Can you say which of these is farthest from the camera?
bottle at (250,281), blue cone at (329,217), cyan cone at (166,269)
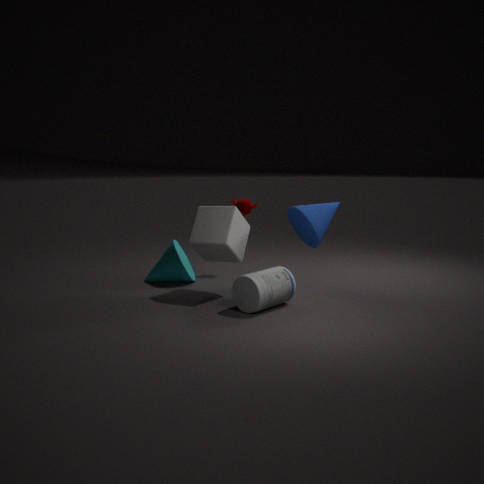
cyan cone at (166,269)
